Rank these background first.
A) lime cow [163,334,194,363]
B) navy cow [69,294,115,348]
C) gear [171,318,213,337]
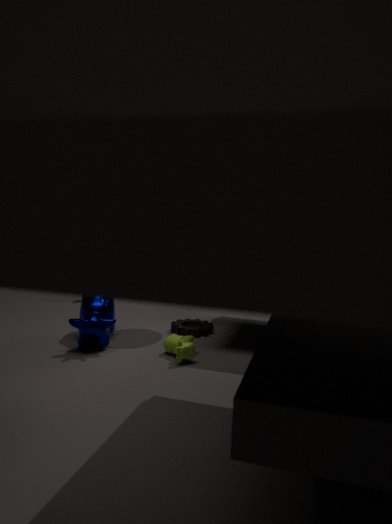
gear [171,318,213,337] < navy cow [69,294,115,348] < lime cow [163,334,194,363]
